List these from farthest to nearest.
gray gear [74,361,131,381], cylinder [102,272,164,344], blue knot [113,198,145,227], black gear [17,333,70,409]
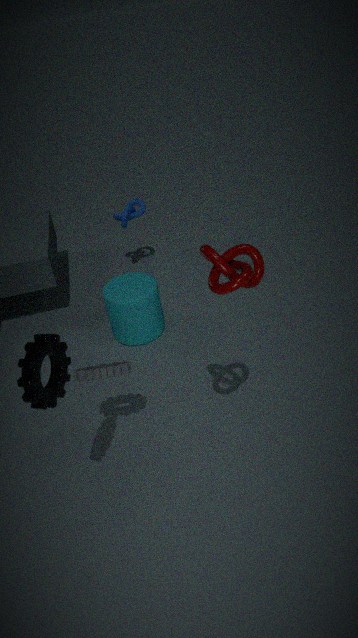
blue knot [113,198,145,227] → cylinder [102,272,164,344] → gray gear [74,361,131,381] → black gear [17,333,70,409]
